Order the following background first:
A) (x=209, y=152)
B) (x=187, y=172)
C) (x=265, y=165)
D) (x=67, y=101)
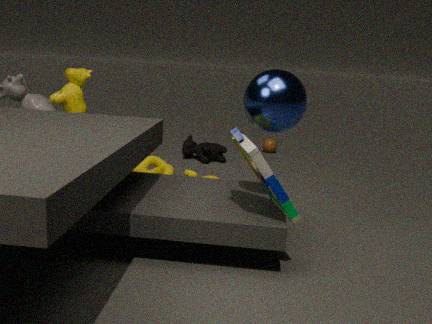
(x=209, y=152) < (x=67, y=101) < (x=187, y=172) < (x=265, y=165)
